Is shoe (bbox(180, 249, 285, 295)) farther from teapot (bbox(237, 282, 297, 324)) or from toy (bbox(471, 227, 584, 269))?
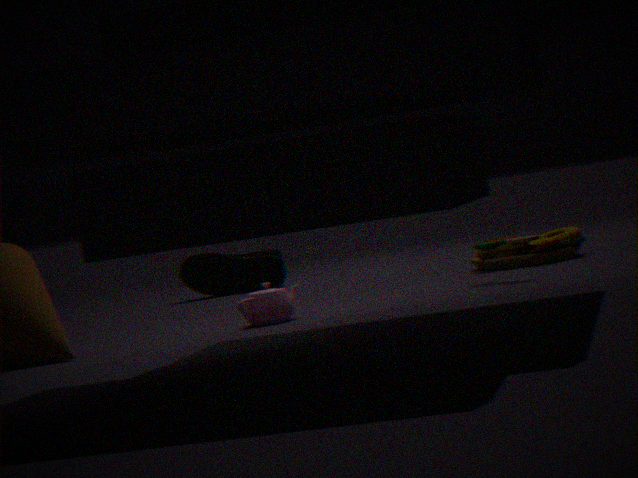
teapot (bbox(237, 282, 297, 324))
